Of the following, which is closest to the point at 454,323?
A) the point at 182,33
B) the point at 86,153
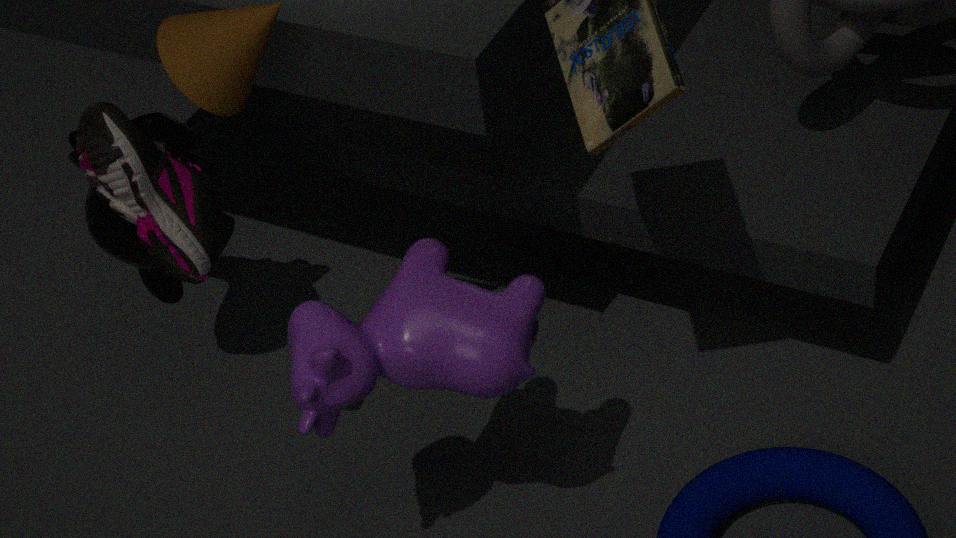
the point at 86,153
